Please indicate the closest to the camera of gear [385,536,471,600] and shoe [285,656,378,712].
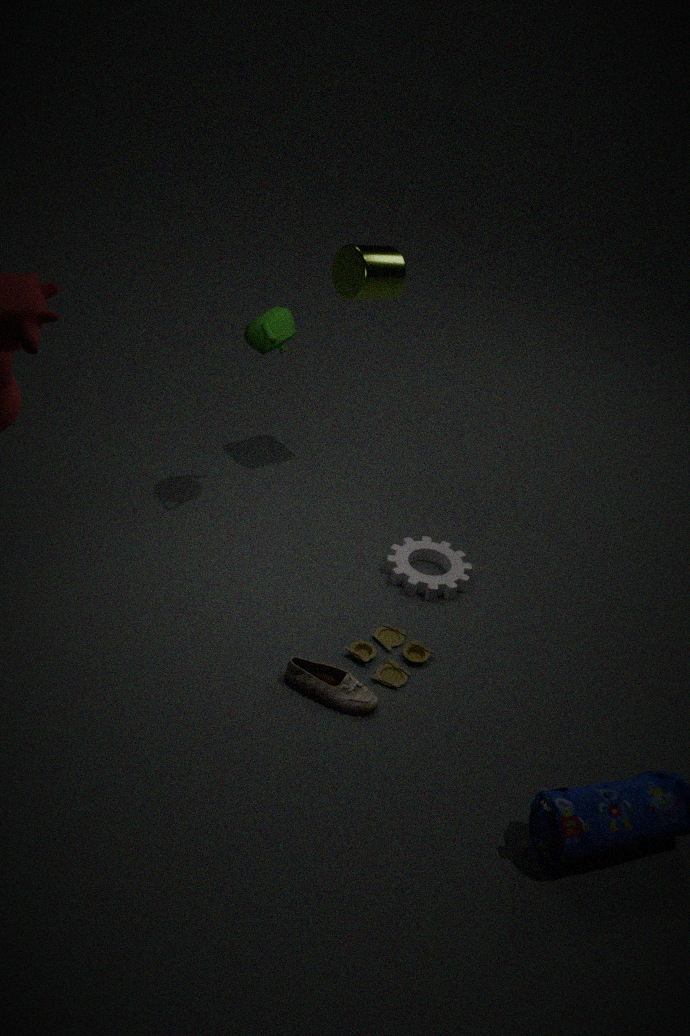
shoe [285,656,378,712]
